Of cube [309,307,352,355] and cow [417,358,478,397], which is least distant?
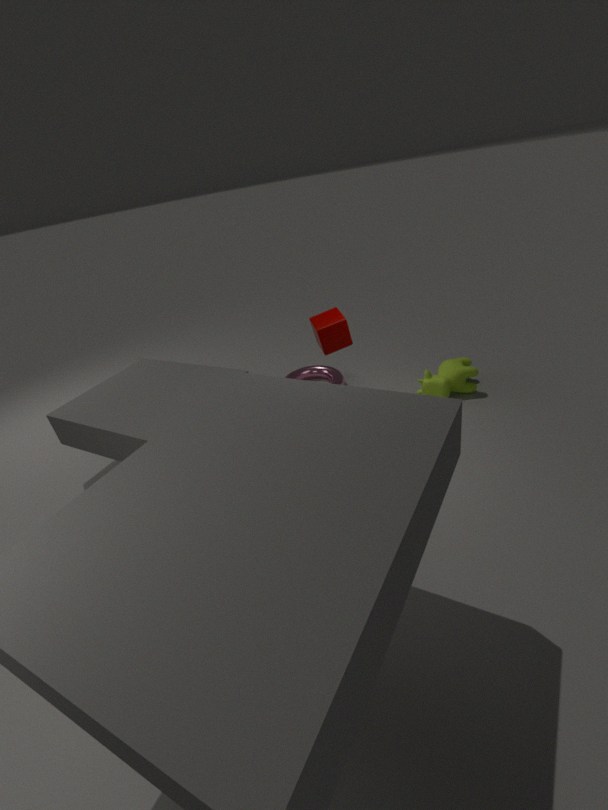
cube [309,307,352,355]
